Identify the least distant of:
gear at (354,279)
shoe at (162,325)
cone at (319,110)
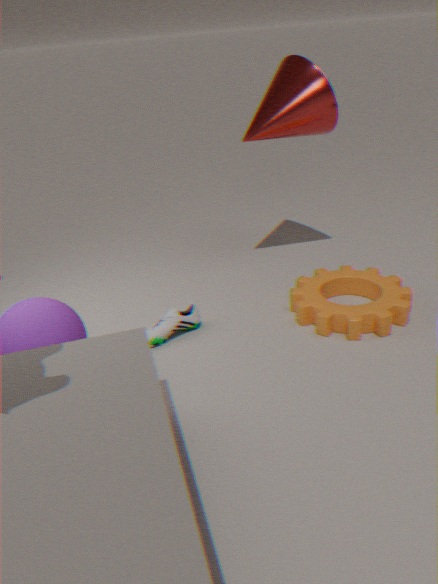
gear at (354,279)
